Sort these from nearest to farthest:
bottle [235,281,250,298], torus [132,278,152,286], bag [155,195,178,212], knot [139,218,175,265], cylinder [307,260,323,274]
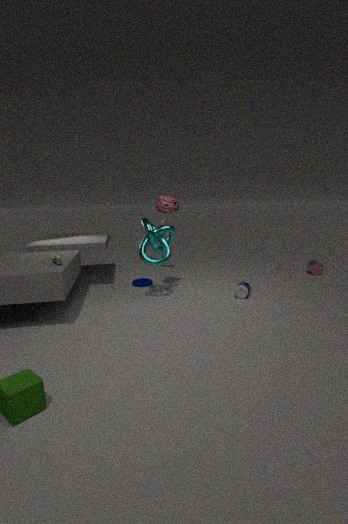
knot [139,218,175,265] < bottle [235,281,250,298] < bag [155,195,178,212] < torus [132,278,152,286] < cylinder [307,260,323,274]
